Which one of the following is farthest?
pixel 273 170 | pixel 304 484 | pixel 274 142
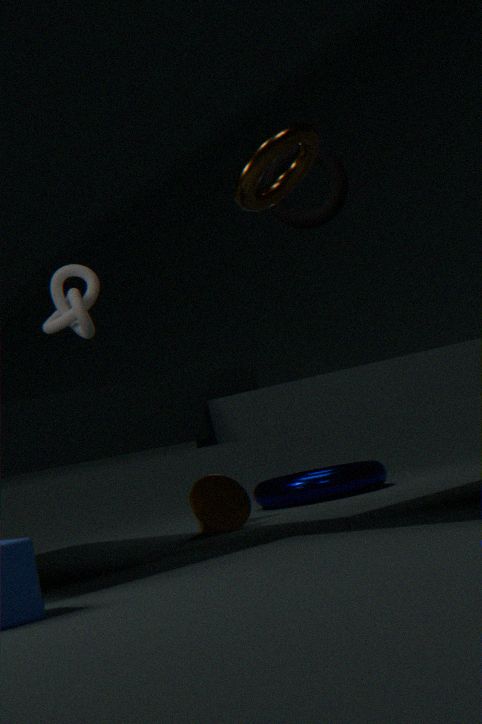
pixel 304 484
